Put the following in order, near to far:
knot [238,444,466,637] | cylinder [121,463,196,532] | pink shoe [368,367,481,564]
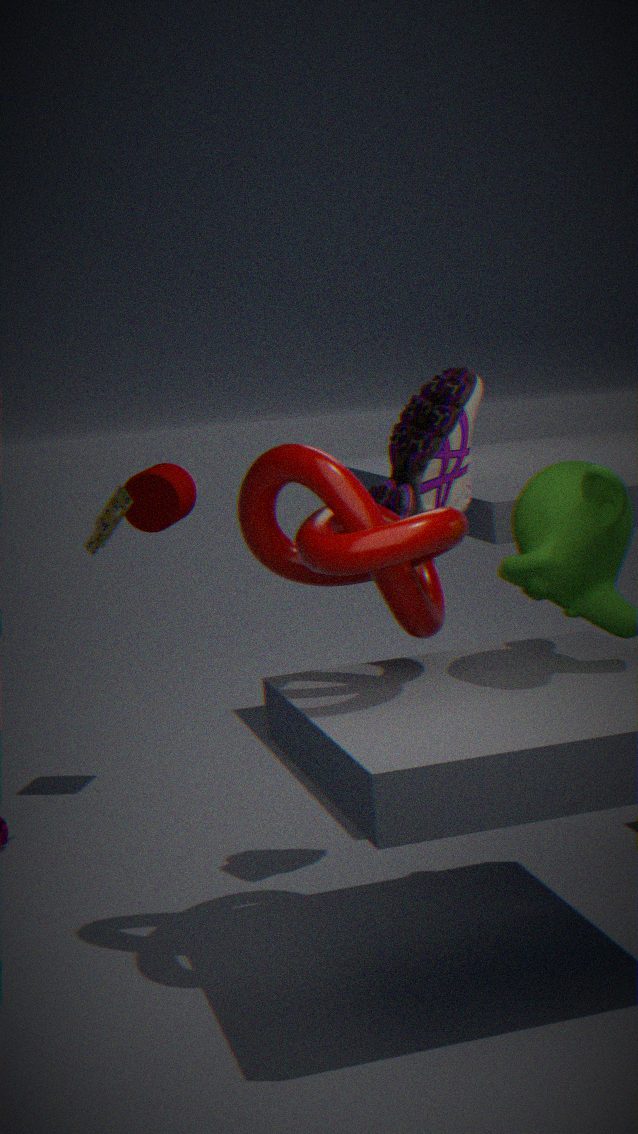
1. knot [238,444,466,637]
2. pink shoe [368,367,481,564]
3. cylinder [121,463,196,532]
